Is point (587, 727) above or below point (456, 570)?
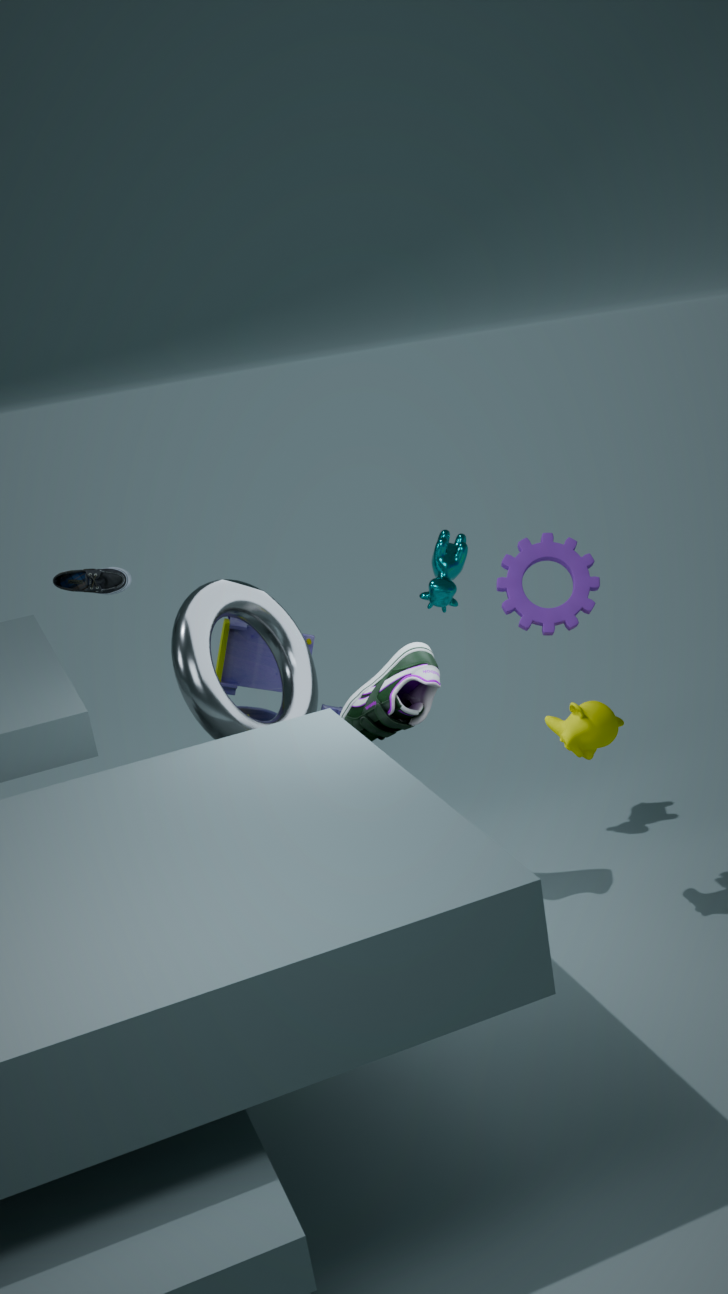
below
